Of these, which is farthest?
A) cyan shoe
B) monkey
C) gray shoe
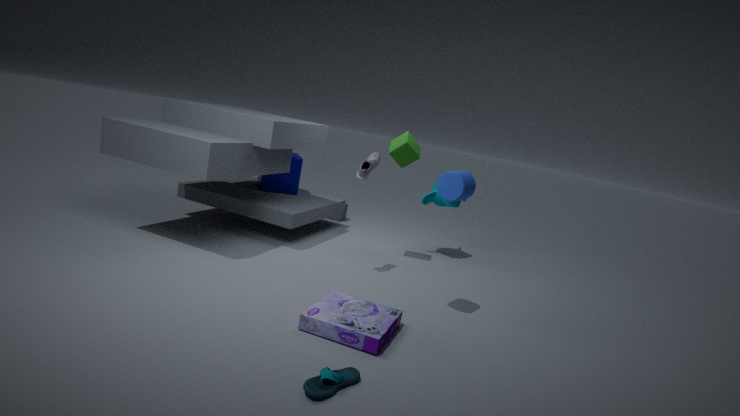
monkey
